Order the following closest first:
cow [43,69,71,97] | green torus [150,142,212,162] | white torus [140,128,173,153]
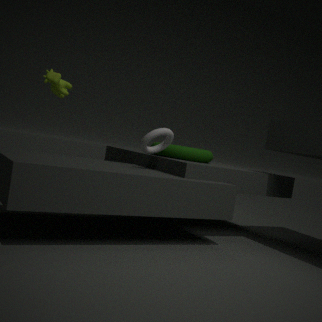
cow [43,69,71,97] → white torus [140,128,173,153] → green torus [150,142,212,162]
